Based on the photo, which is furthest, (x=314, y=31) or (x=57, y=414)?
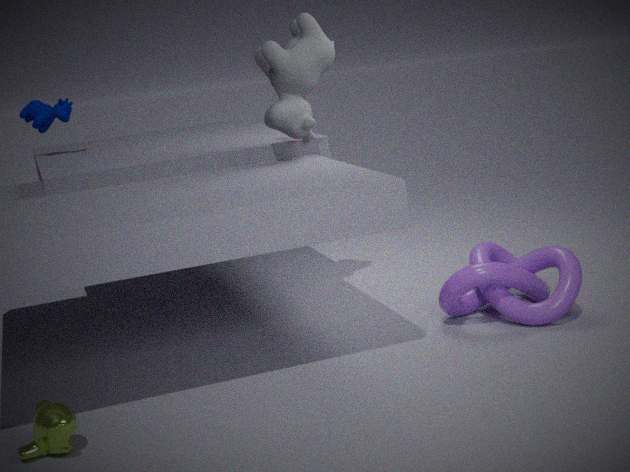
(x=314, y=31)
